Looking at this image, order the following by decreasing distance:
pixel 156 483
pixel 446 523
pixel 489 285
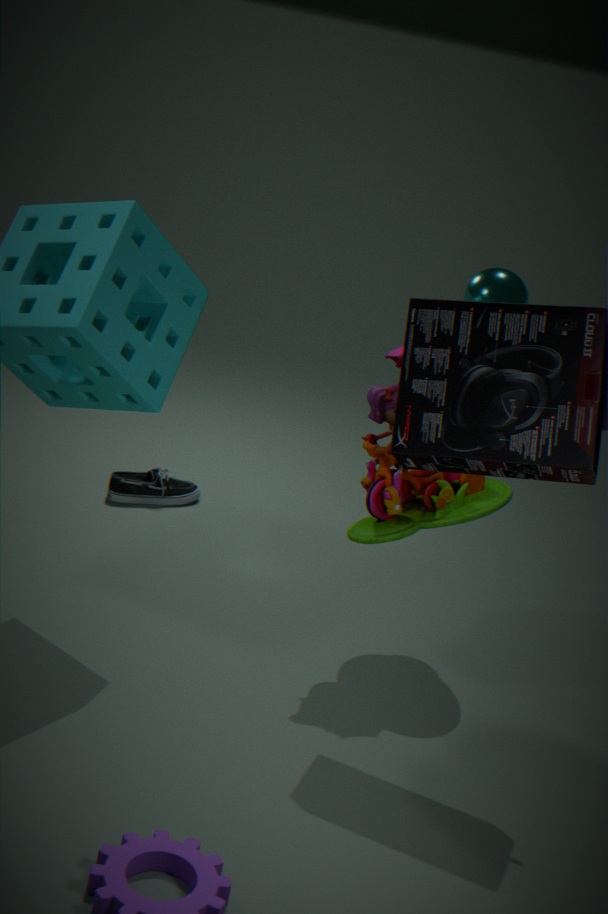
pixel 156 483
pixel 489 285
pixel 446 523
